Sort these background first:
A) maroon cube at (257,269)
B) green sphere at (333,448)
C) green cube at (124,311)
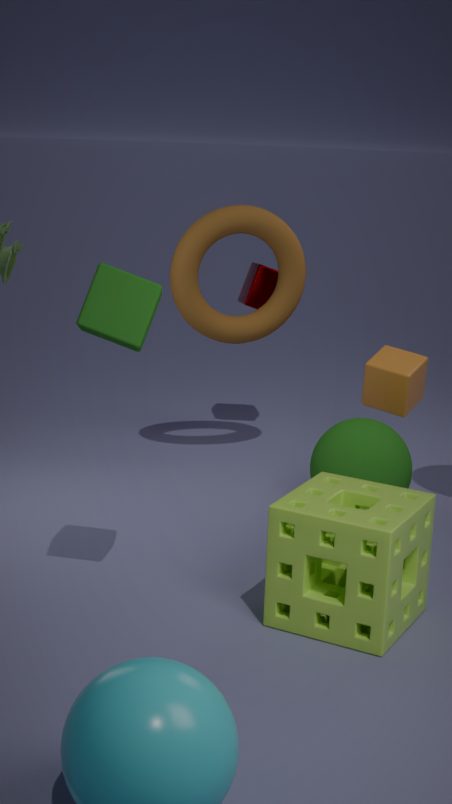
1. maroon cube at (257,269)
2. green sphere at (333,448)
3. green cube at (124,311)
